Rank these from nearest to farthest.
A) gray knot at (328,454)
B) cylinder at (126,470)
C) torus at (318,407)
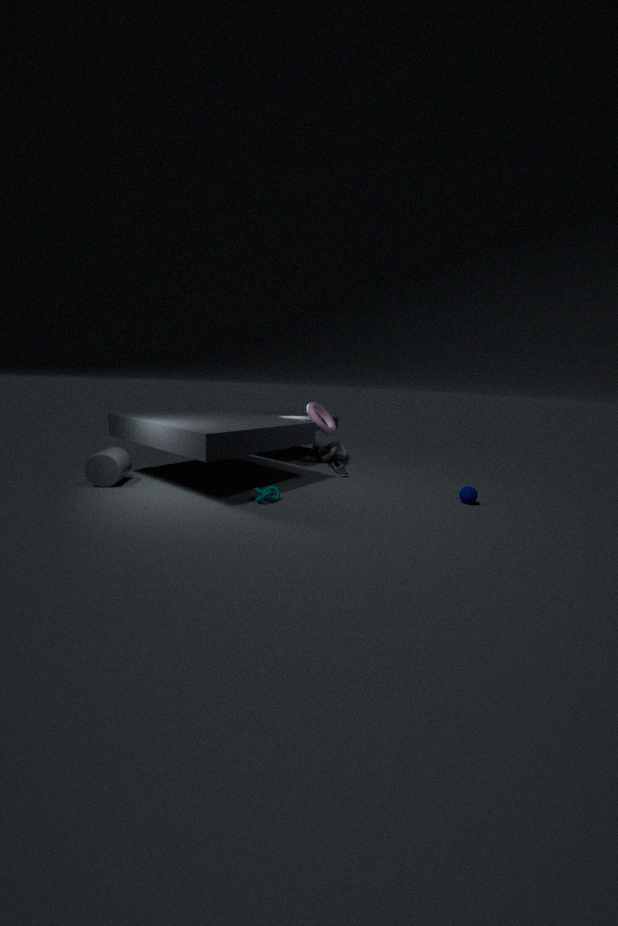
cylinder at (126,470)
torus at (318,407)
gray knot at (328,454)
